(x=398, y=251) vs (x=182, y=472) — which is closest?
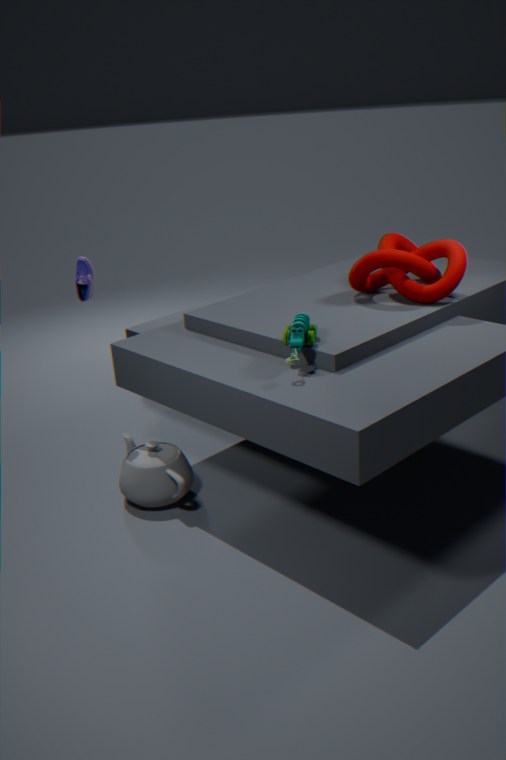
(x=182, y=472)
